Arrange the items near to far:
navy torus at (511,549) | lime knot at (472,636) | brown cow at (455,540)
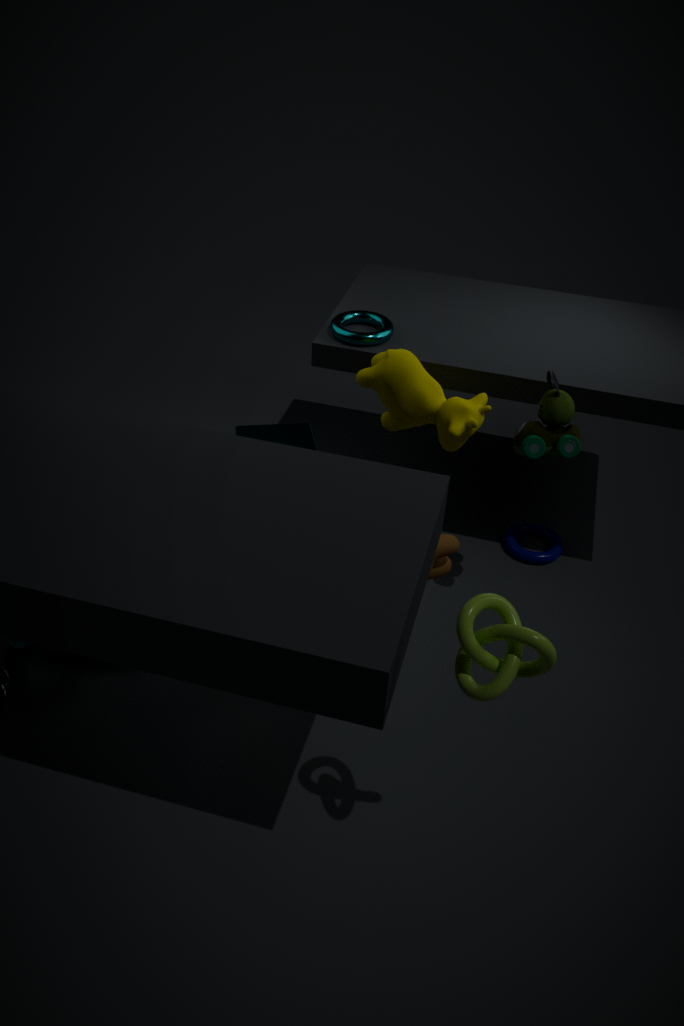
lime knot at (472,636)
brown cow at (455,540)
navy torus at (511,549)
